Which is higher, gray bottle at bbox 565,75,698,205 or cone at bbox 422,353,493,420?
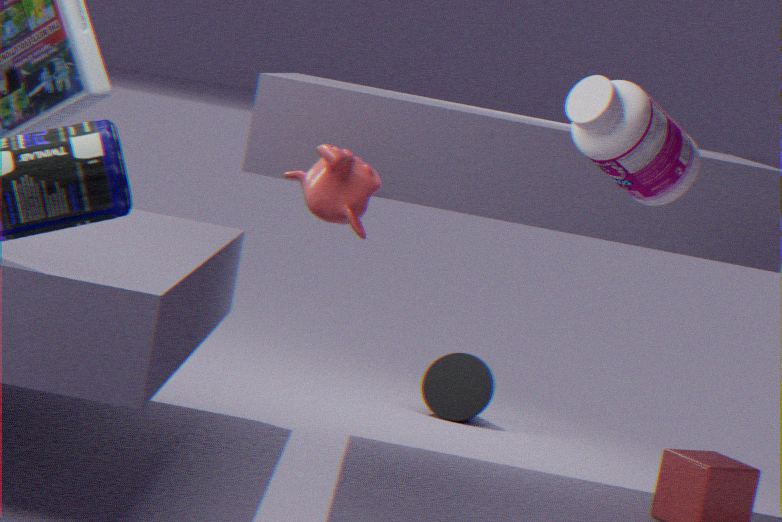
gray bottle at bbox 565,75,698,205
